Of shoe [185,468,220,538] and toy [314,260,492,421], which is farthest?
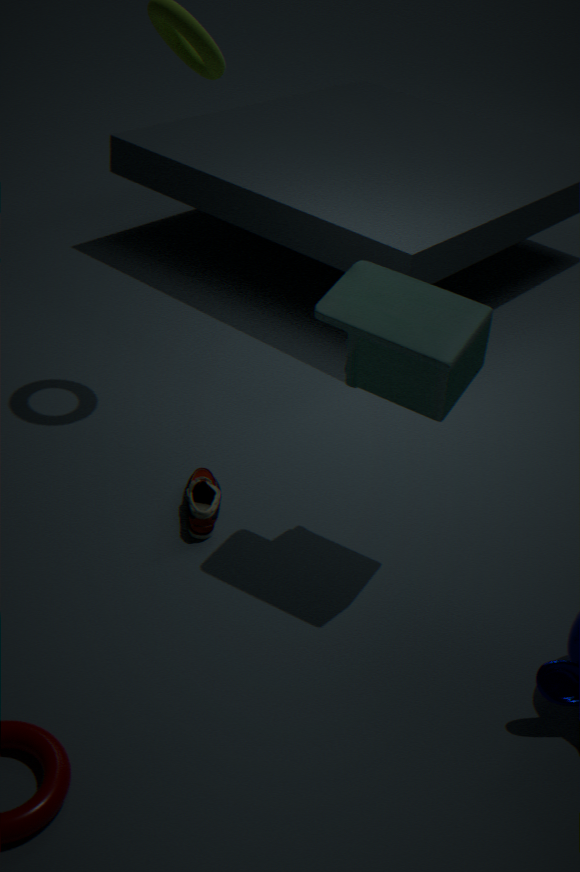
shoe [185,468,220,538]
